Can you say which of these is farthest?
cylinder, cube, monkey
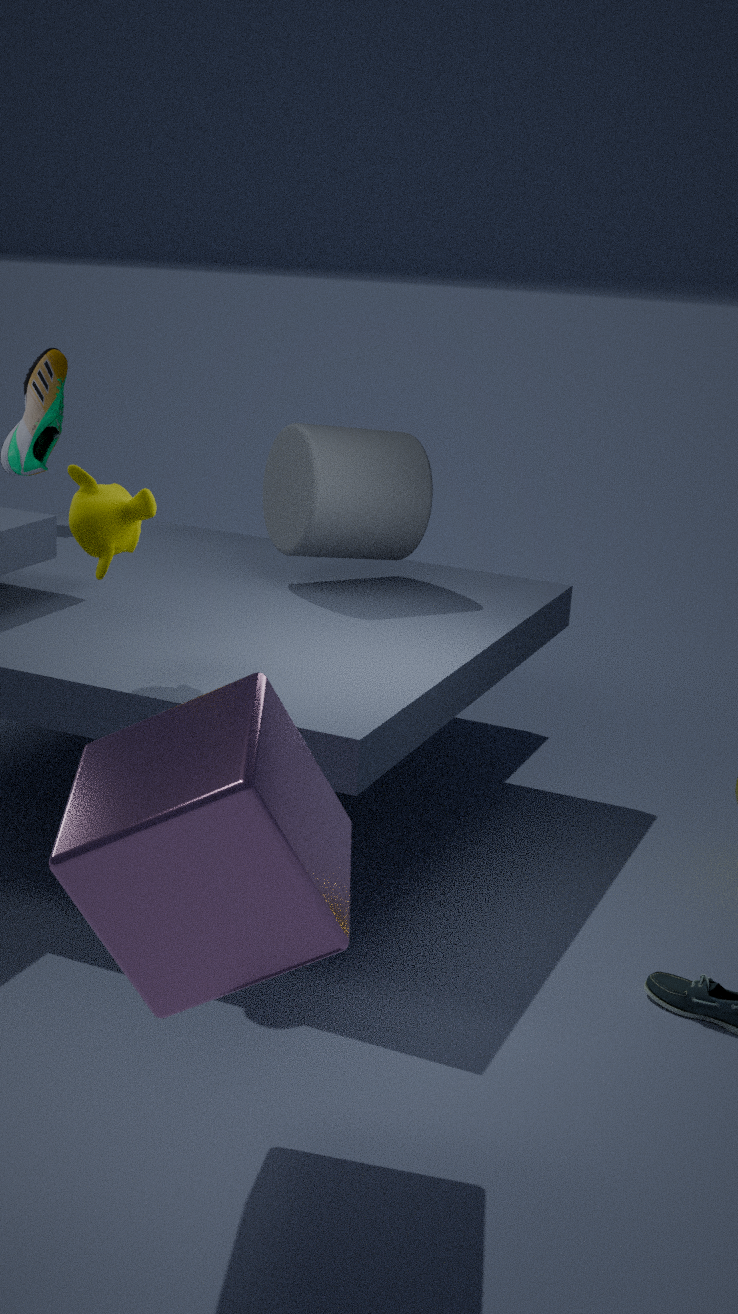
cylinder
